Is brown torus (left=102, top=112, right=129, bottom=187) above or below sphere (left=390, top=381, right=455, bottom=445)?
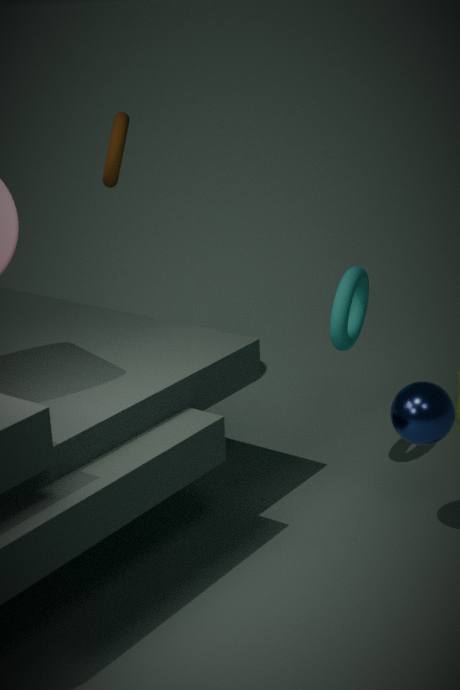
above
